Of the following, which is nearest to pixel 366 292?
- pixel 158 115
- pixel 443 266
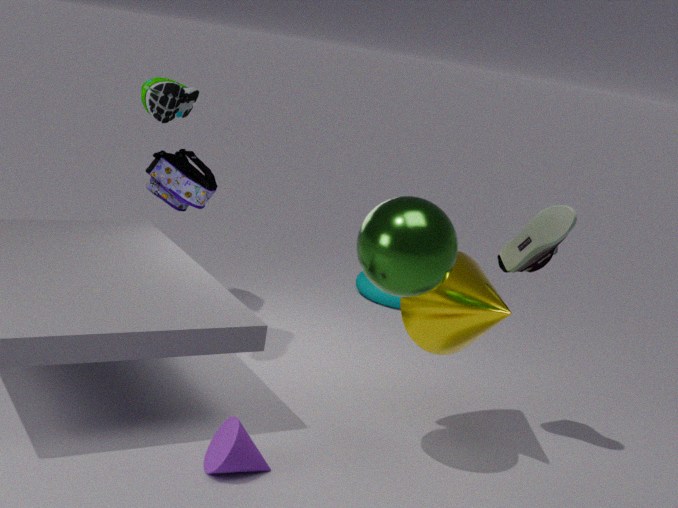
pixel 158 115
